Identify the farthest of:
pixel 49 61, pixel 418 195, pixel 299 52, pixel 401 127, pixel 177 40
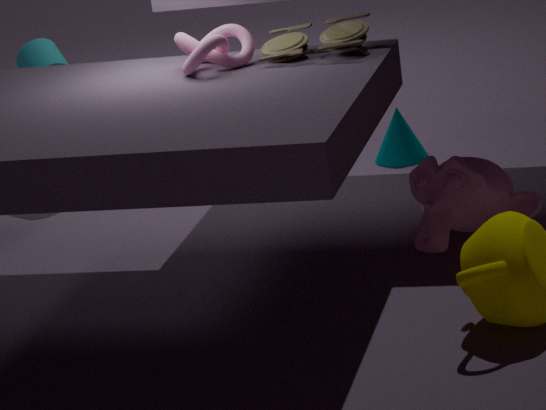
pixel 49 61
